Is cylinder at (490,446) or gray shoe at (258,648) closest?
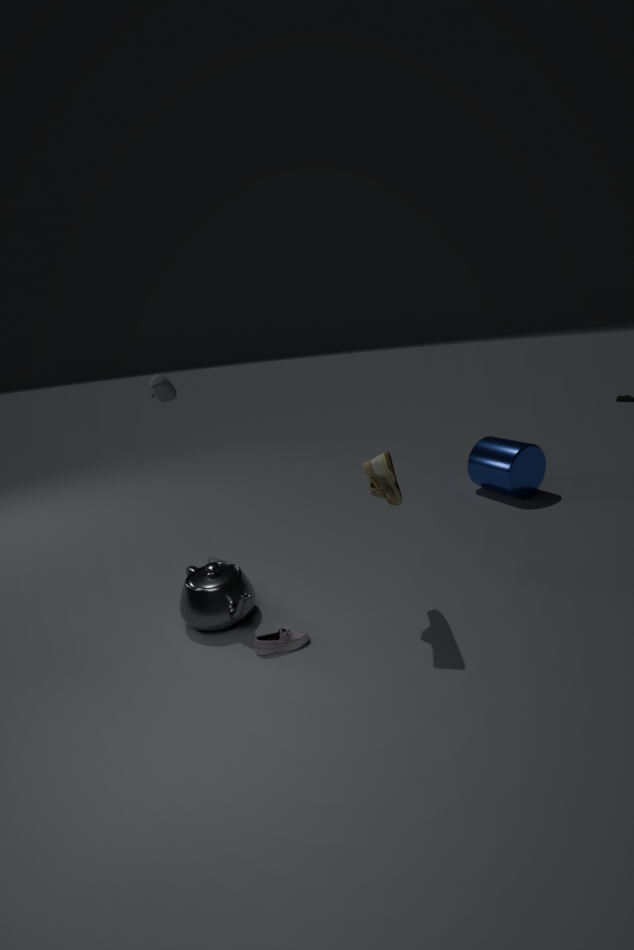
gray shoe at (258,648)
